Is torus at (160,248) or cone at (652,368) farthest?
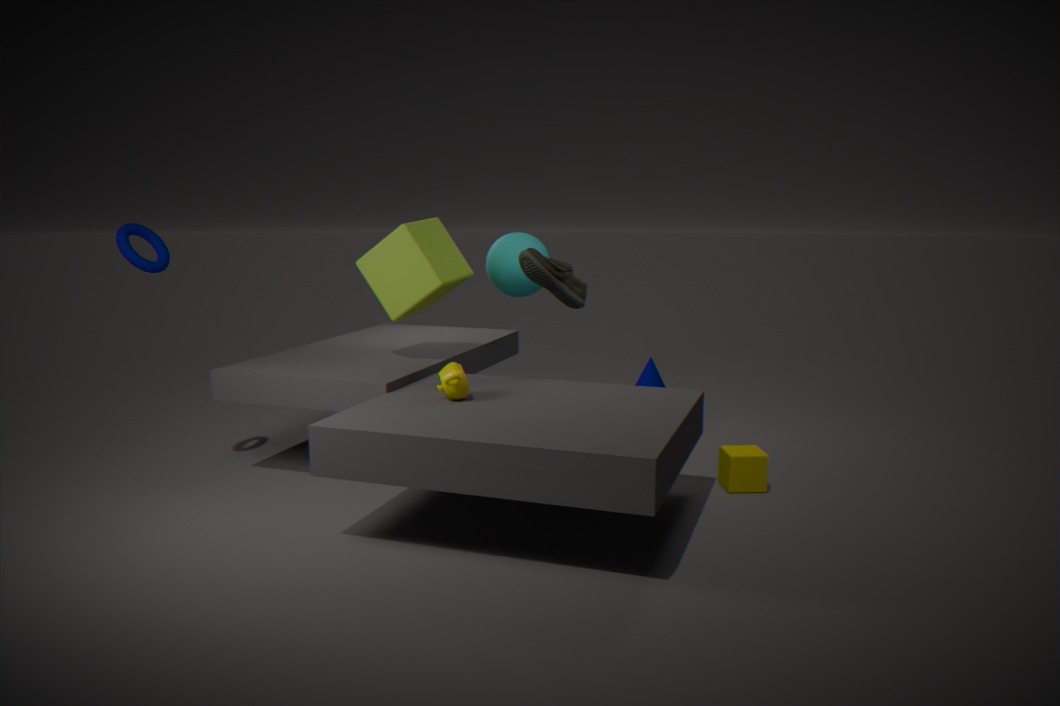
cone at (652,368)
